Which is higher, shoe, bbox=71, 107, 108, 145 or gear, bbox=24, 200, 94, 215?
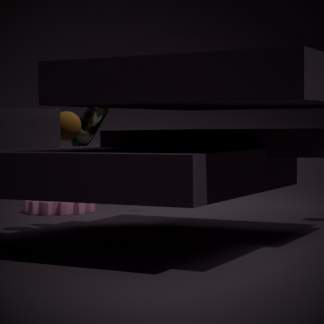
shoe, bbox=71, 107, 108, 145
